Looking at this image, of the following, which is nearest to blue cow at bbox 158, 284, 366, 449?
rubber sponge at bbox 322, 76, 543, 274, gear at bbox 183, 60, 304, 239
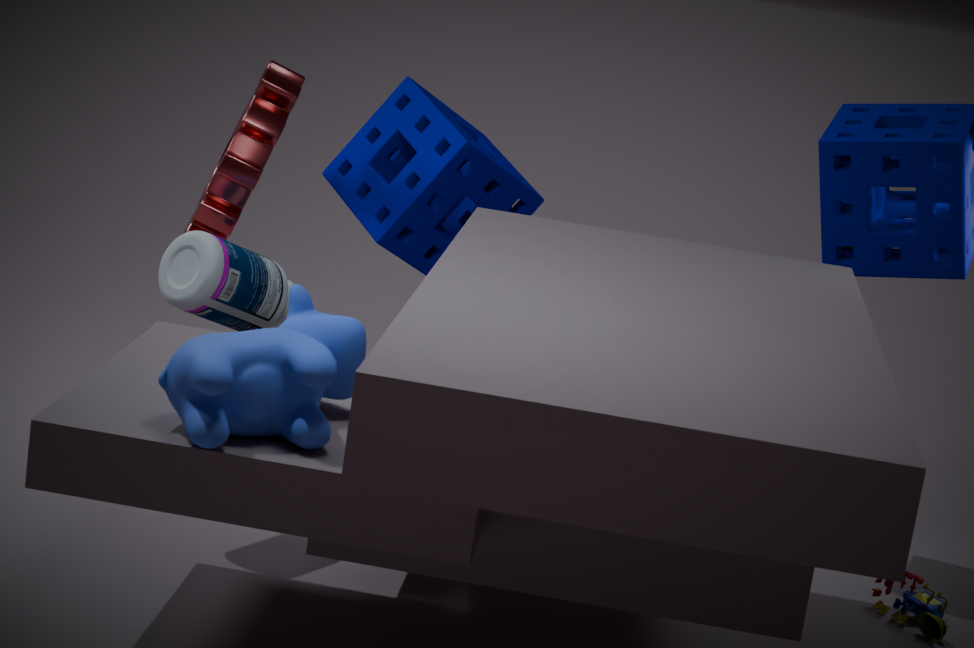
gear at bbox 183, 60, 304, 239
